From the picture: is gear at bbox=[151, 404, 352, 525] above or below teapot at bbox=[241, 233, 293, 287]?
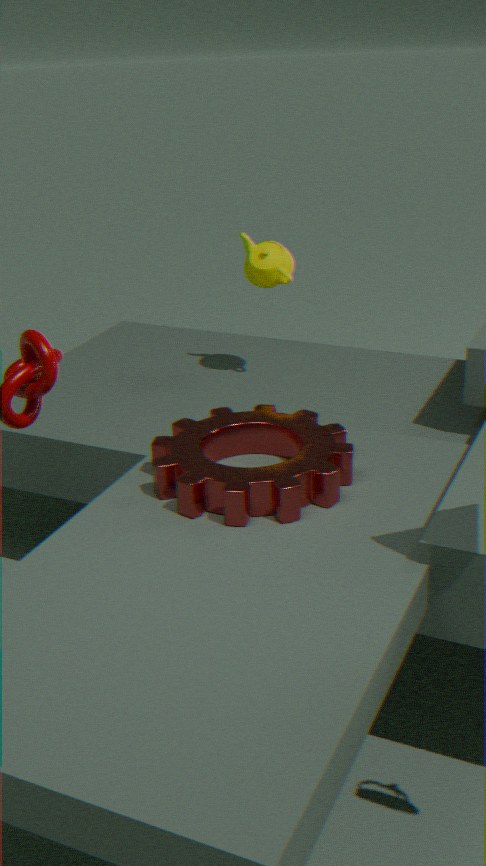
below
